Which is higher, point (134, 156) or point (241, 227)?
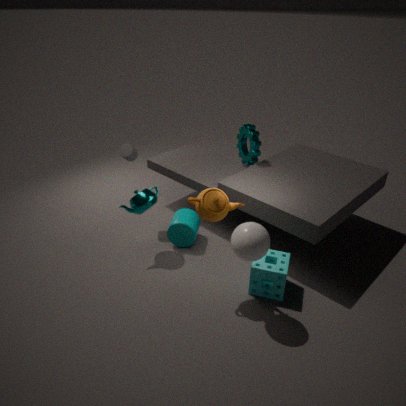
point (134, 156)
